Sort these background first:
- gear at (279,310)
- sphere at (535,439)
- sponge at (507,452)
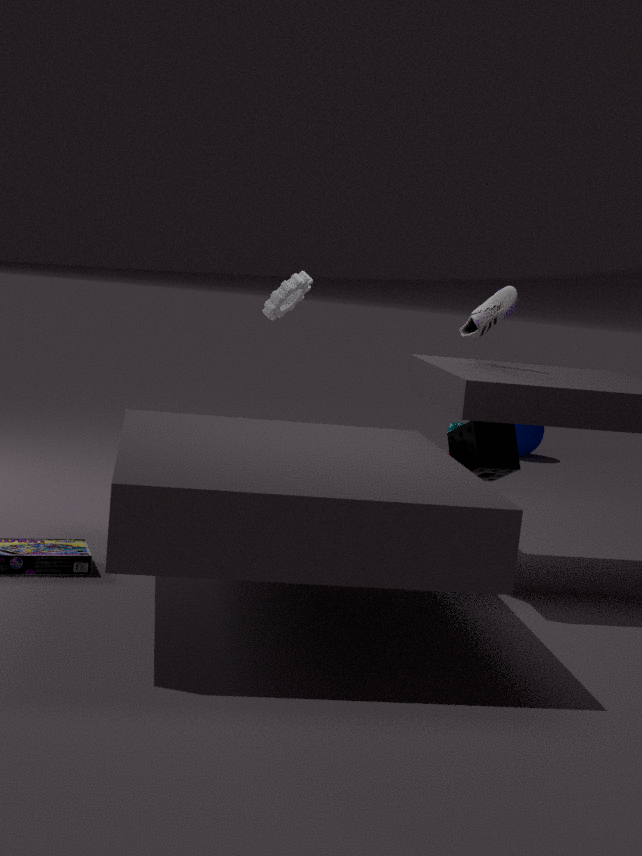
1. sphere at (535,439)
2. gear at (279,310)
3. sponge at (507,452)
